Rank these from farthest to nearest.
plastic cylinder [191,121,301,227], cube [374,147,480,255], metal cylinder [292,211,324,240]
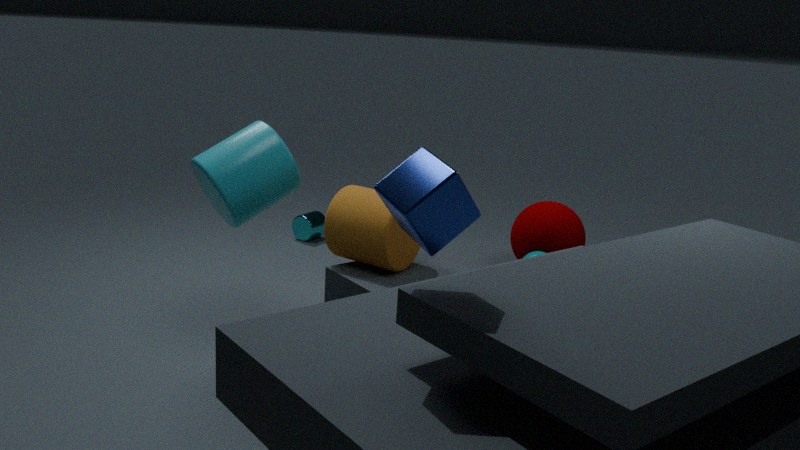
metal cylinder [292,211,324,240], plastic cylinder [191,121,301,227], cube [374,147,480,255]
